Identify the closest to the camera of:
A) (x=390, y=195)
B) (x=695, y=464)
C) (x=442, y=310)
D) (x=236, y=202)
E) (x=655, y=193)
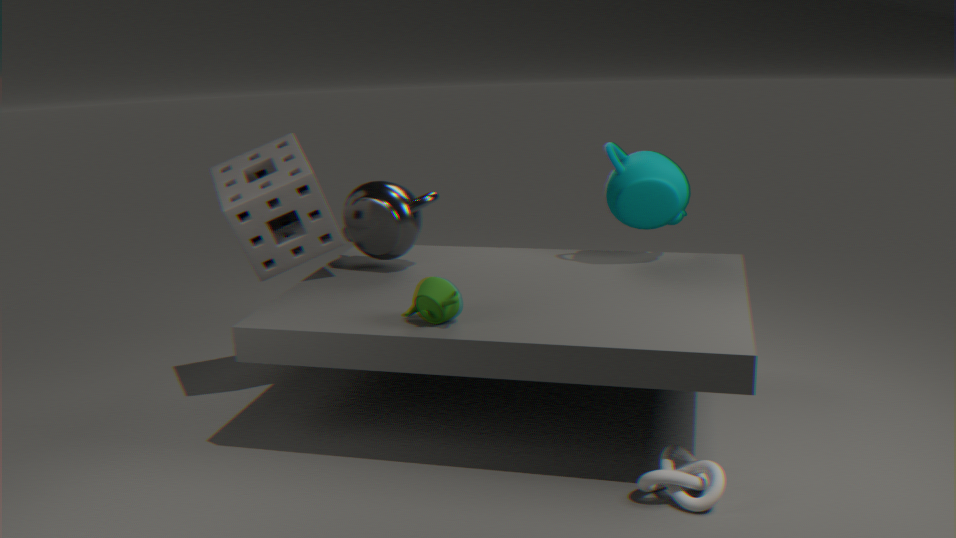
(x=695, y=464)
